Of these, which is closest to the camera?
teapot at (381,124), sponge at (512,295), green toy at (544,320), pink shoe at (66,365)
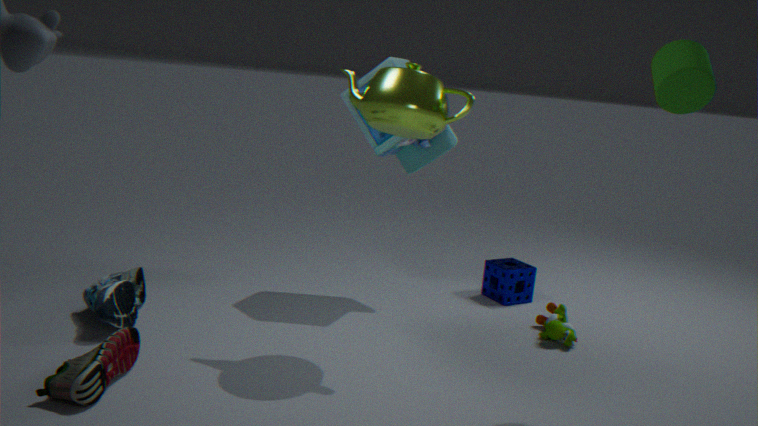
pink shoe at (66,365)
